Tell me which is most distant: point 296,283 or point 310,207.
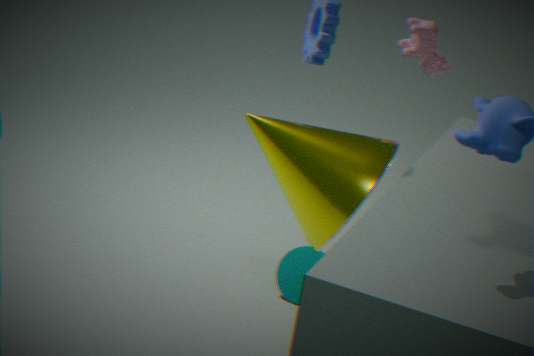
point 296,283
